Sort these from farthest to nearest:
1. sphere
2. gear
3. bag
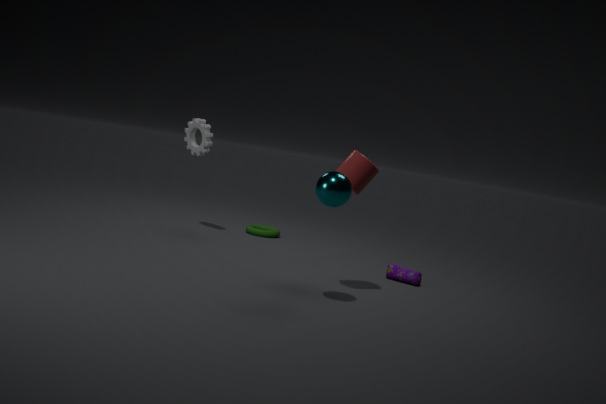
gear
bag
sphere
